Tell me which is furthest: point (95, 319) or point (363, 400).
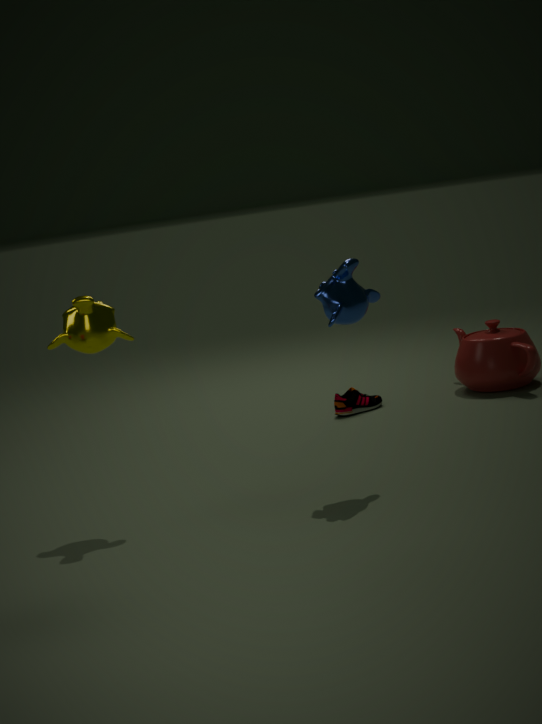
point (363, 400)
